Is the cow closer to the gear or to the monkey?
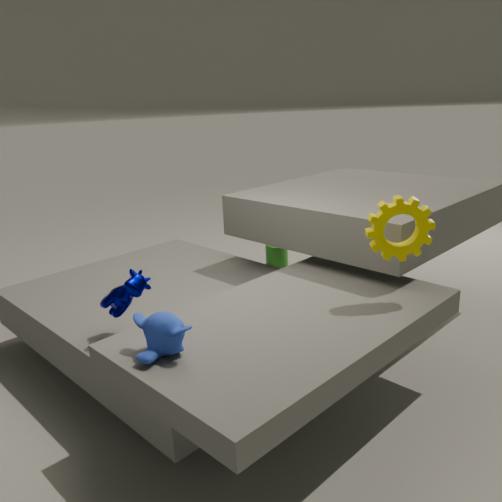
the monkey
